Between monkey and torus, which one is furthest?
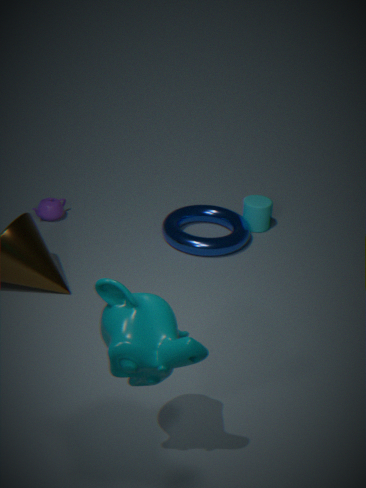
torus
